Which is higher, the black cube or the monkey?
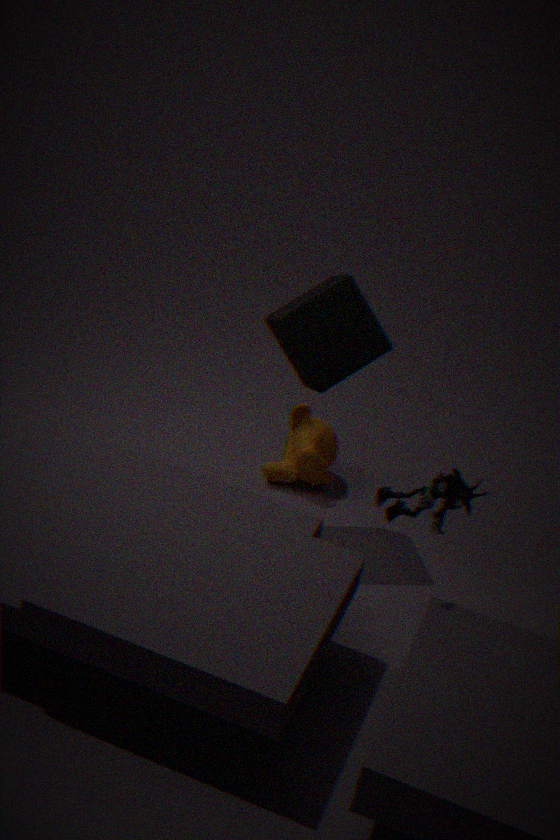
the black cube
